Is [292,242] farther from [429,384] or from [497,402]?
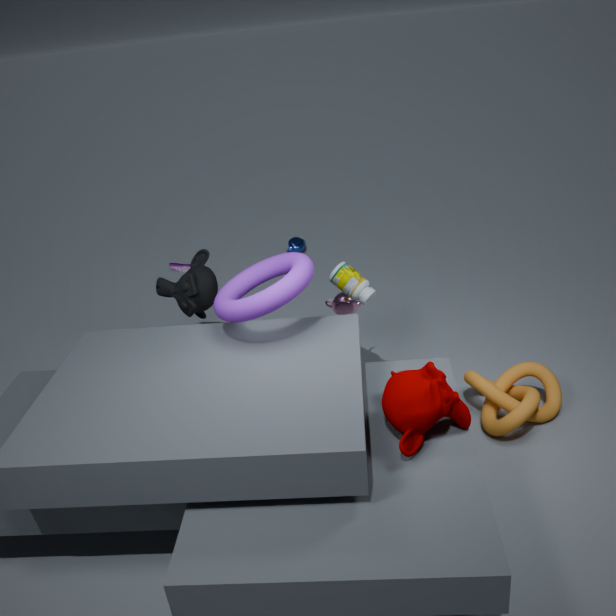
[429,384]
